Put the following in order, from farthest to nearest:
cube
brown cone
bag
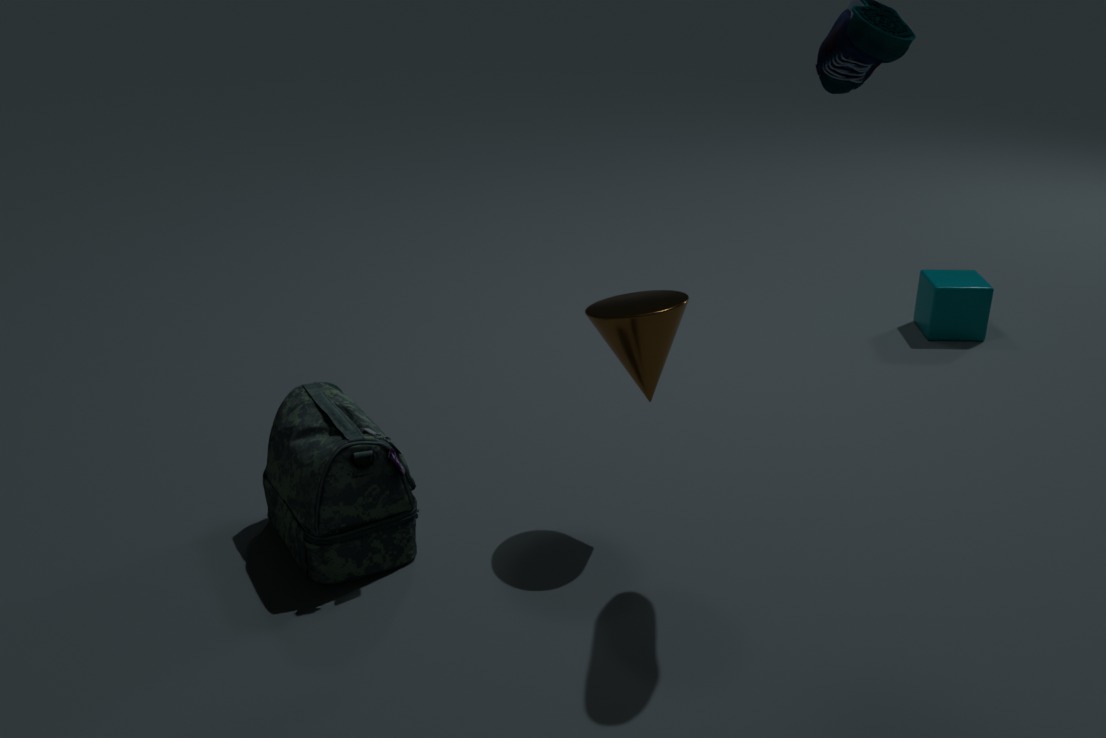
cube
brown cone
bag
